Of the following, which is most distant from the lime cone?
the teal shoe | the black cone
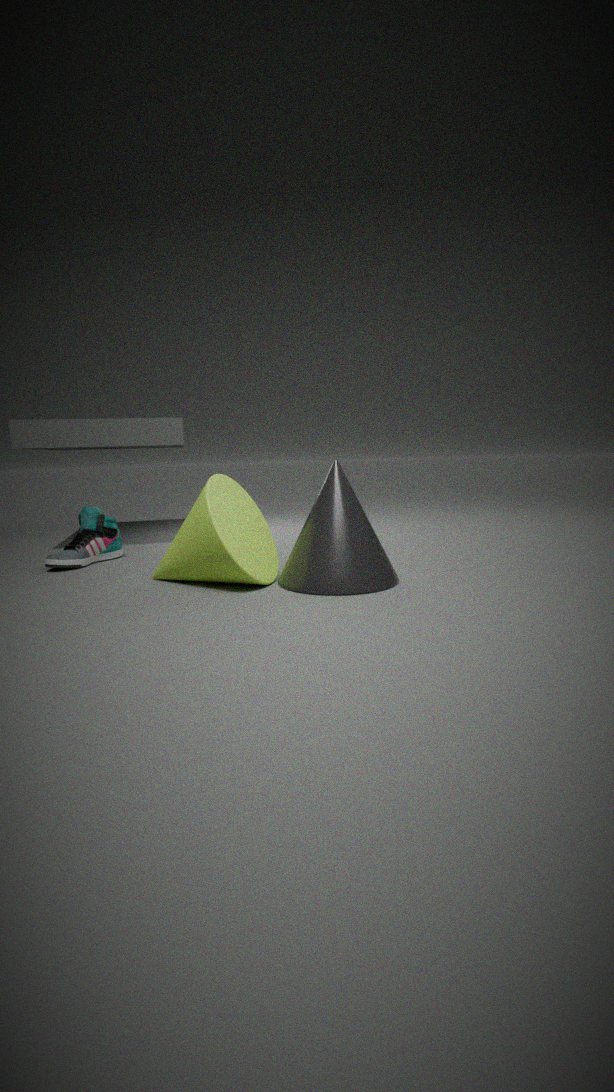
the teal shoe
